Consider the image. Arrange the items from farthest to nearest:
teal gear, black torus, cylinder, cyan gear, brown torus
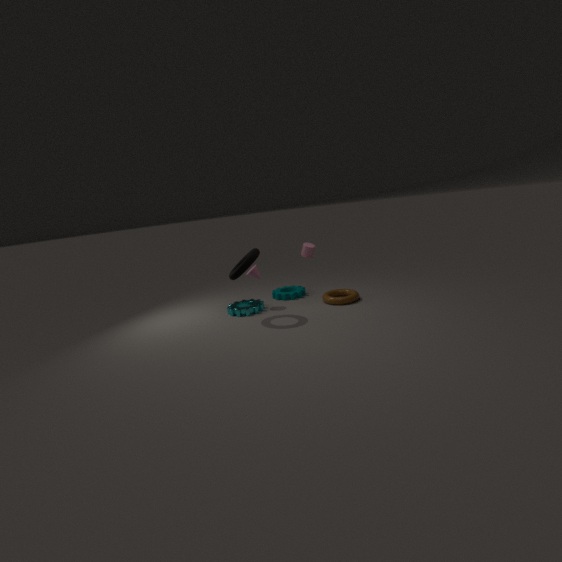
teal gear < cylinder < cyan gear < brown torus < black torus
